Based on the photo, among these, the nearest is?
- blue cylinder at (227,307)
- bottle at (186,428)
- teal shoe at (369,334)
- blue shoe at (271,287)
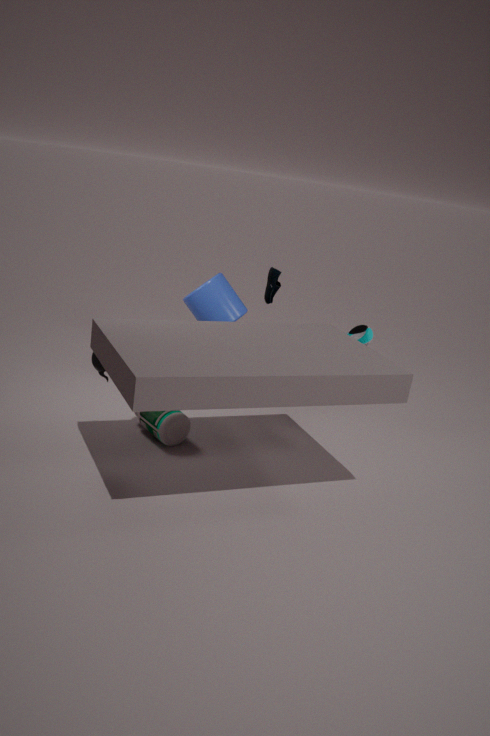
bottle at (186,428)
